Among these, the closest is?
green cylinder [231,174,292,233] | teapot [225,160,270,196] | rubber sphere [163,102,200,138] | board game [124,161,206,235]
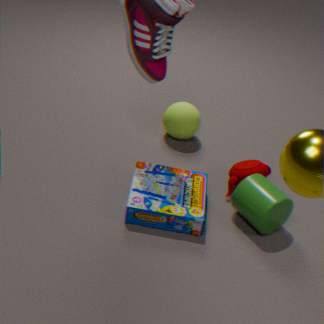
board game [124,161,206,235]
